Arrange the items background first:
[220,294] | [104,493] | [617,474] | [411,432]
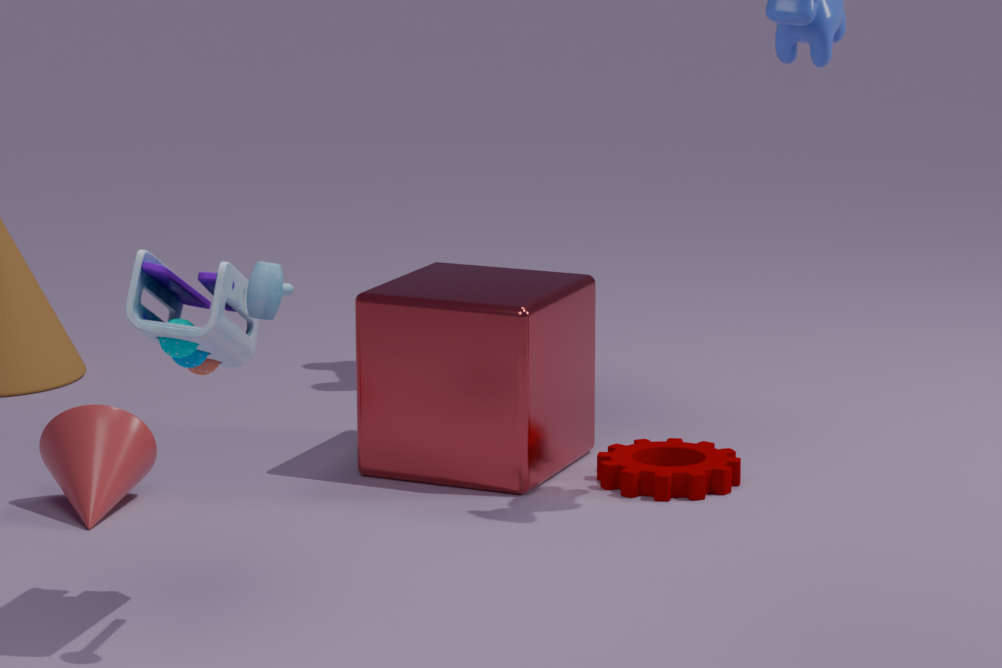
[411,432], [617,474], [104,493], [220,294]
